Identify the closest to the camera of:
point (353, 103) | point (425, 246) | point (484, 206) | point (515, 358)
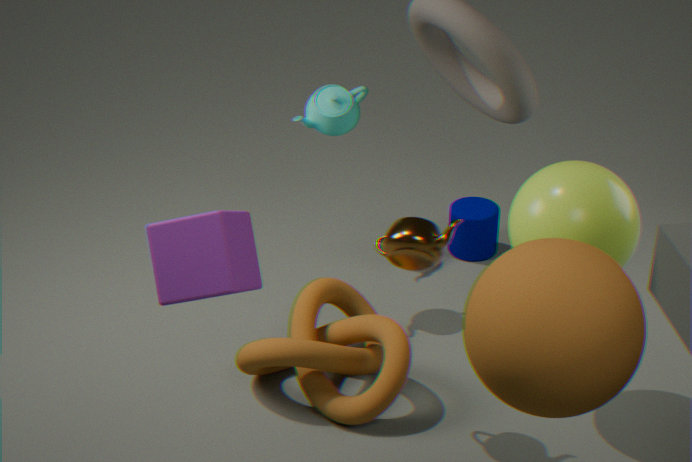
point (515, 358)
